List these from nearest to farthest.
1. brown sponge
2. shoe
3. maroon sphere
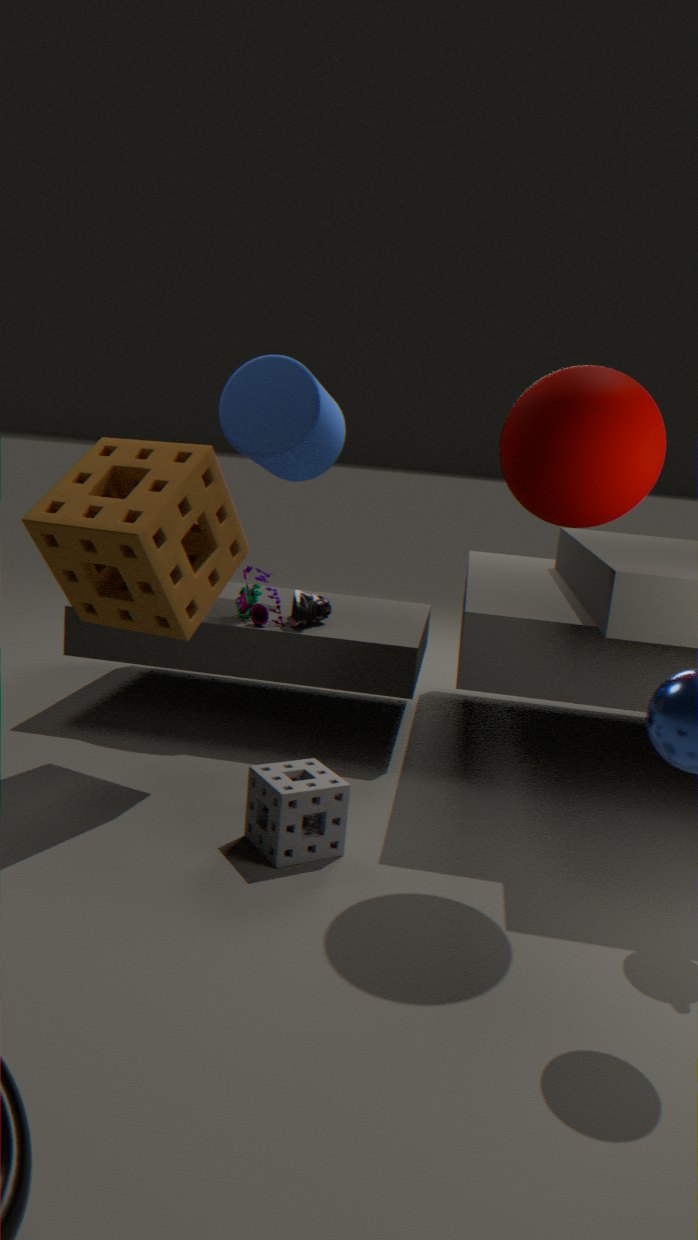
maroon sphere
brown sponge
shoe
